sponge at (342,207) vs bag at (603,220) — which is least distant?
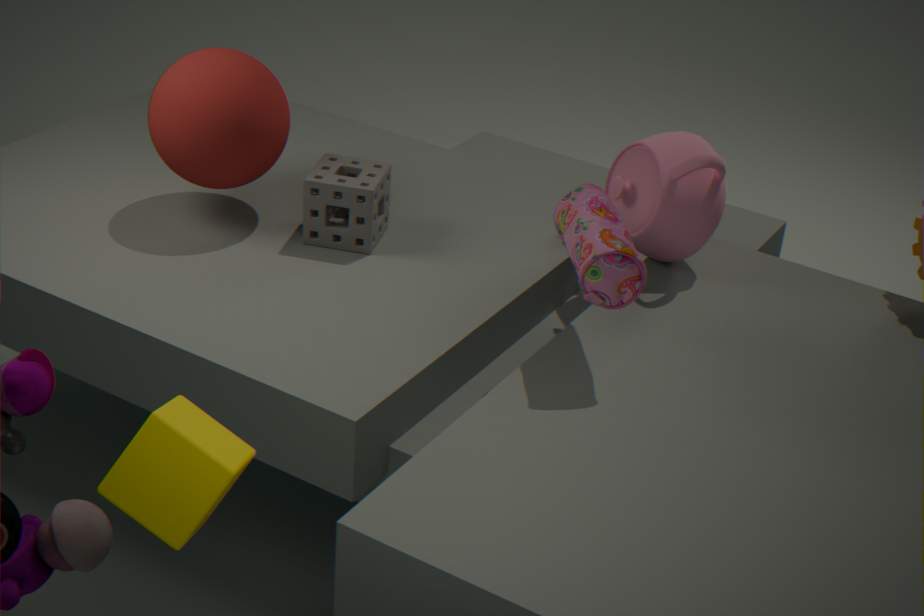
bag at (603,220)
